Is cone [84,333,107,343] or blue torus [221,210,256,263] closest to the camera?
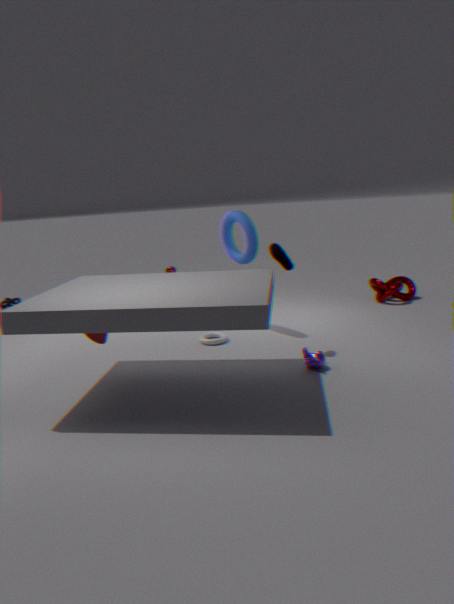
cone [84,333,107,343]
